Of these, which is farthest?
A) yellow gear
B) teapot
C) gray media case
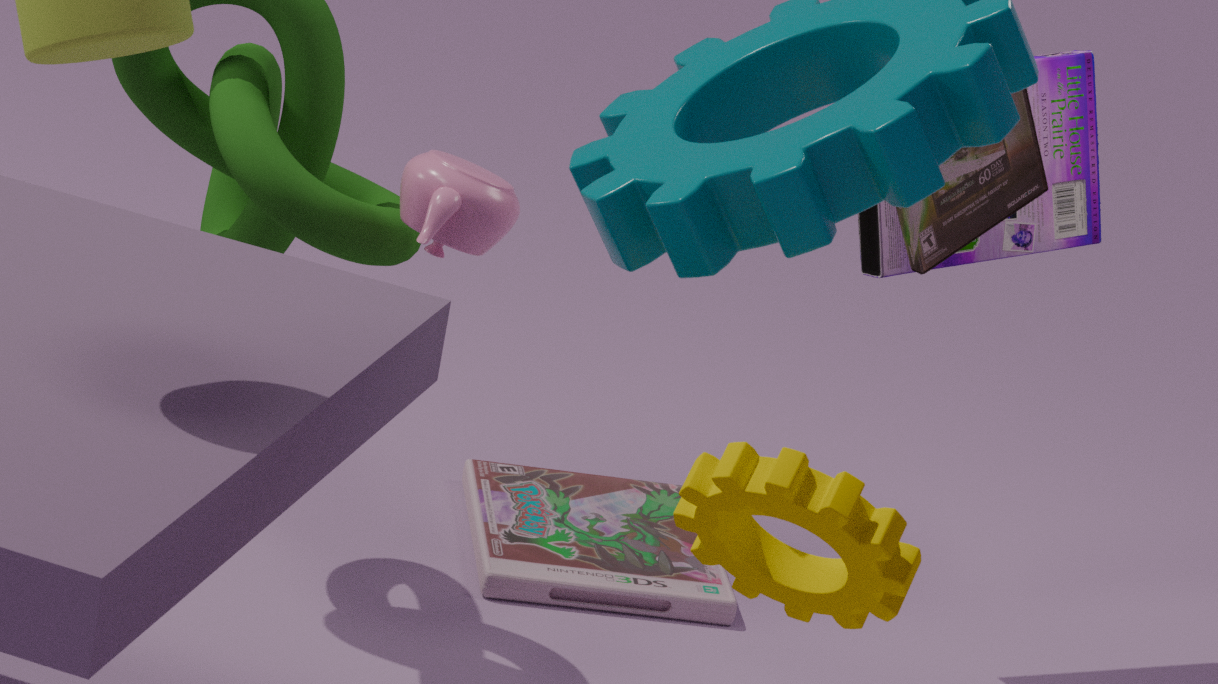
gray media case
